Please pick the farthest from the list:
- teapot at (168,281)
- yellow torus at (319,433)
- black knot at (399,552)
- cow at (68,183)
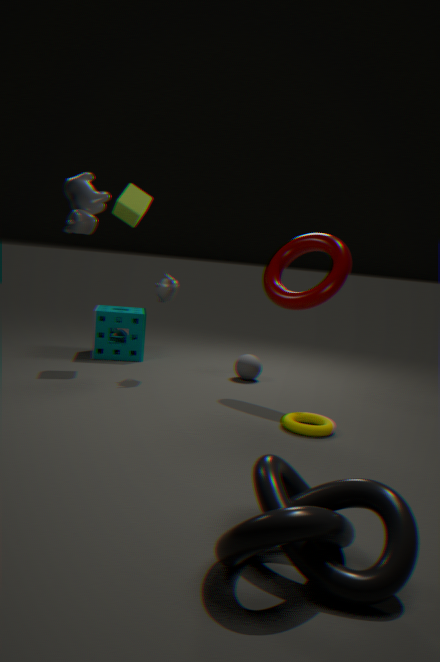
teapot at (168,281)
